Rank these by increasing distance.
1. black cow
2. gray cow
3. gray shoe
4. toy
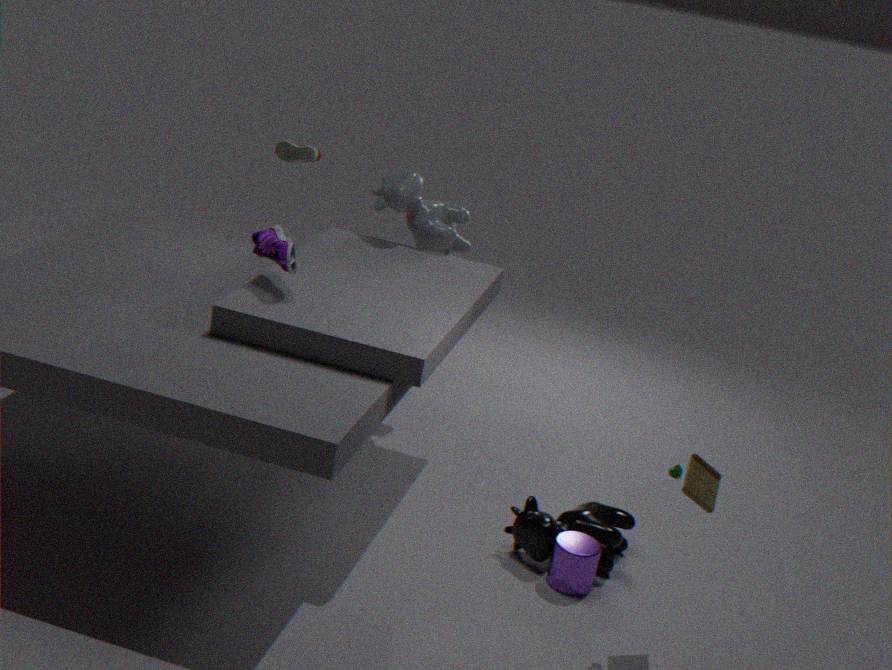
toy < black cow < gray cow < gray shoe
